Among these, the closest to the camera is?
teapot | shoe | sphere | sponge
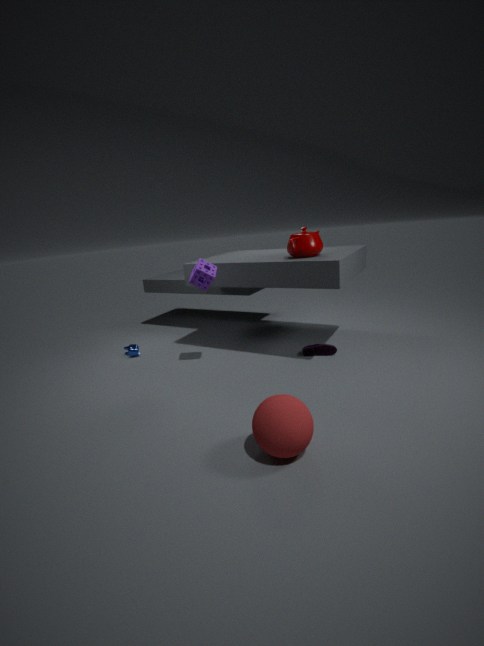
sphere
